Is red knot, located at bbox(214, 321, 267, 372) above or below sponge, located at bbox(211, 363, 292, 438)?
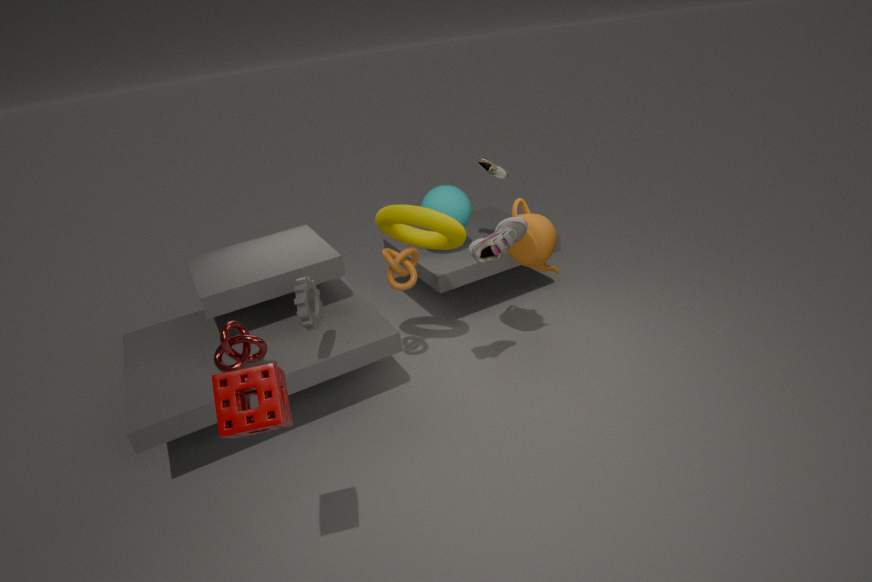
below
